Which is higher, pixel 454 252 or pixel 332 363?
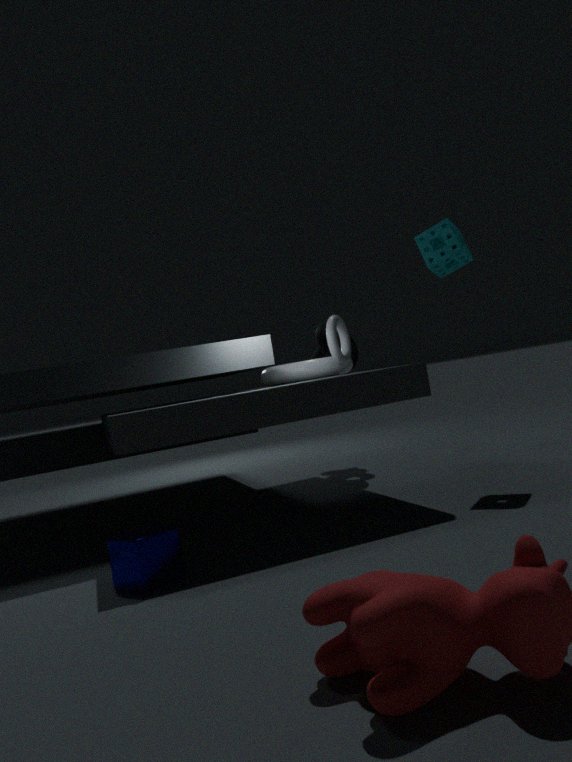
pixel 454 252
